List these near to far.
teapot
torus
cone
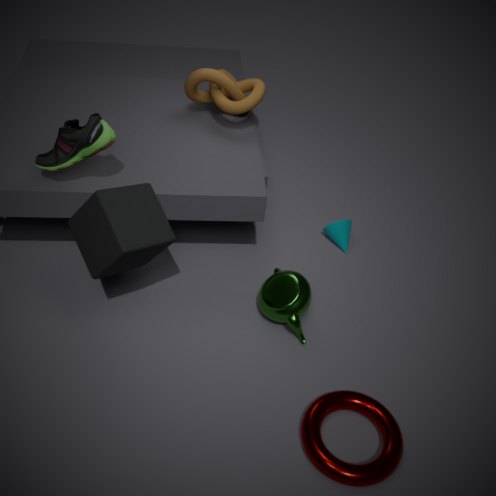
torus → teapot → cone
